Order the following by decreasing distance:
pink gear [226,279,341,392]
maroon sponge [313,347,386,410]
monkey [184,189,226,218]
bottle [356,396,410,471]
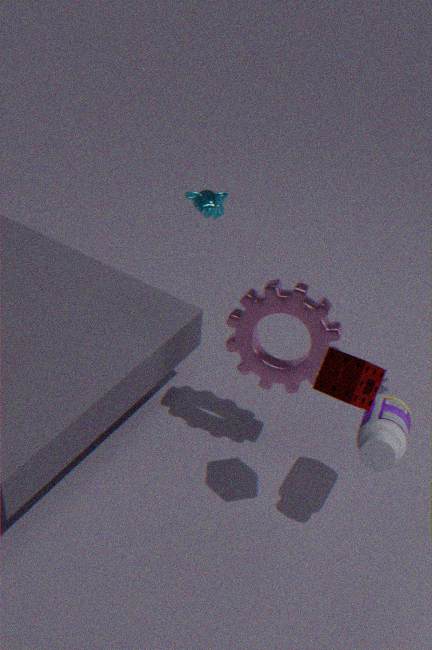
1. monkey [184,189,226,218]
2. pink gear [226,279,341,392]
3. bottle [356,396,410,471]
4. maroon sponge [313,347,386,410]
